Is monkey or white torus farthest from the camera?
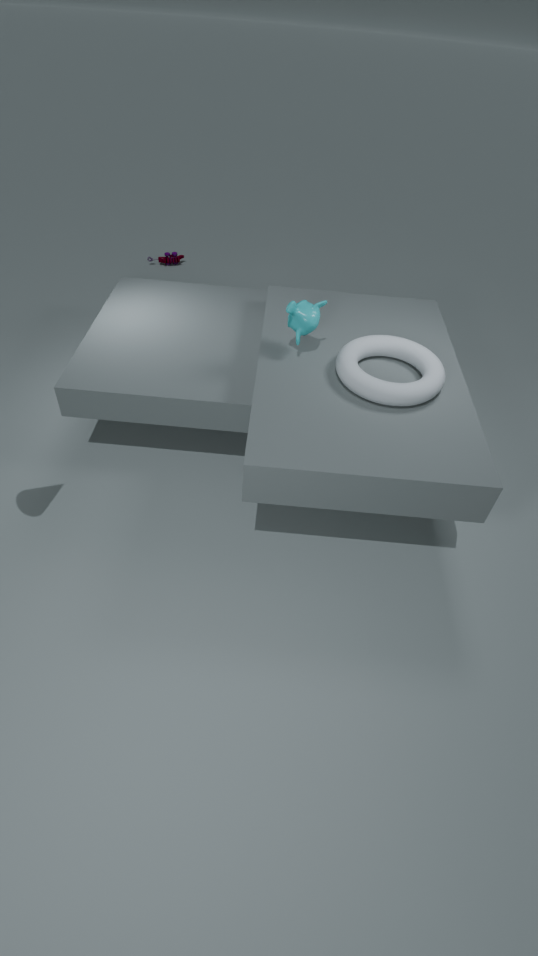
monkey
